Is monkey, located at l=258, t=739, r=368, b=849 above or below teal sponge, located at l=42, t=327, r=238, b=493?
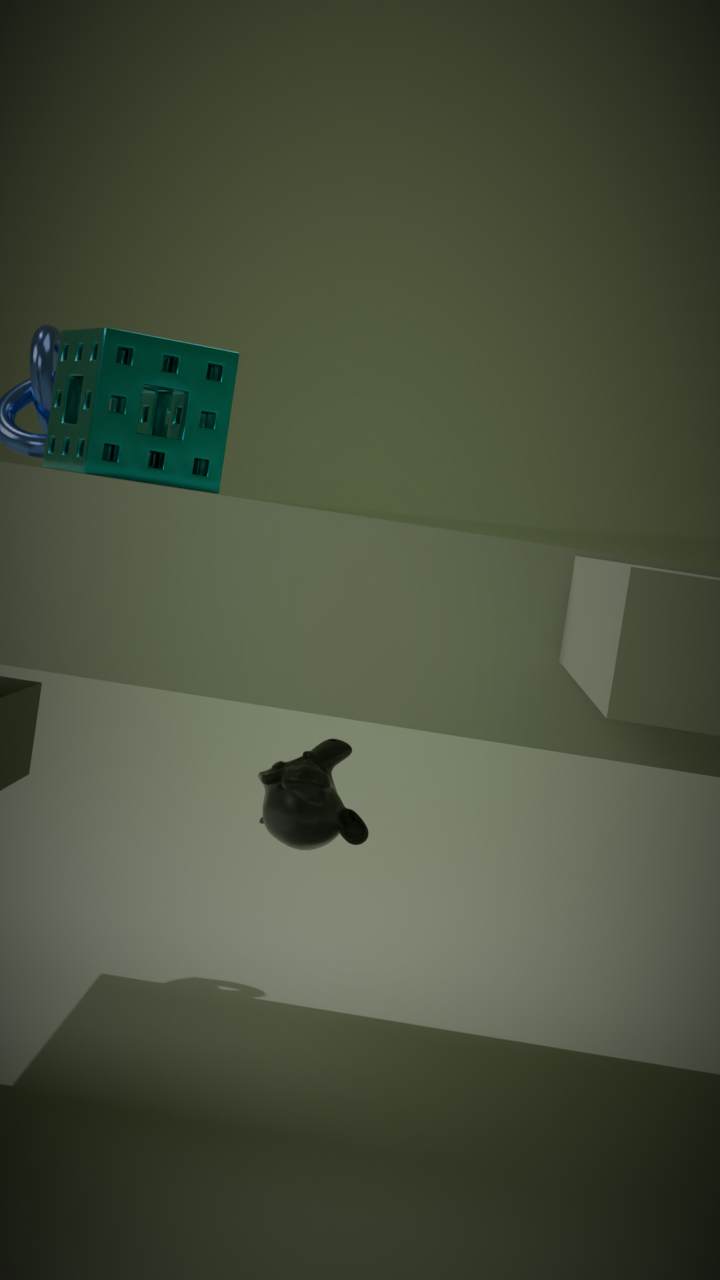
below
